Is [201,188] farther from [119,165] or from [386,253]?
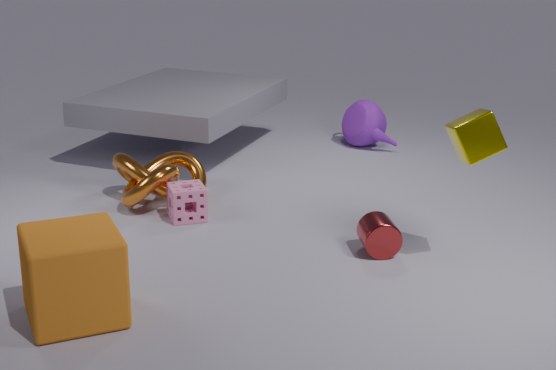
[386,253]
